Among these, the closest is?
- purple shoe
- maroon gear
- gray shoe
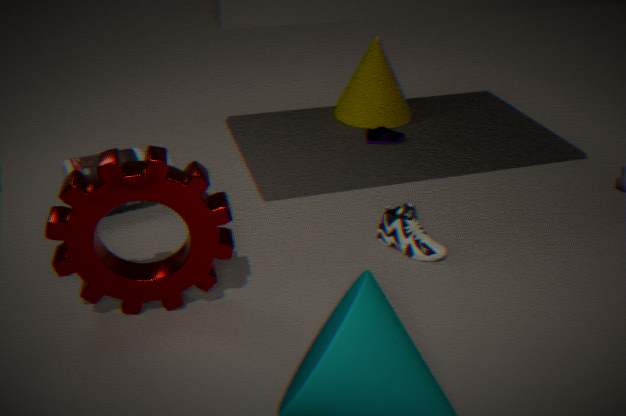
maroon gear
